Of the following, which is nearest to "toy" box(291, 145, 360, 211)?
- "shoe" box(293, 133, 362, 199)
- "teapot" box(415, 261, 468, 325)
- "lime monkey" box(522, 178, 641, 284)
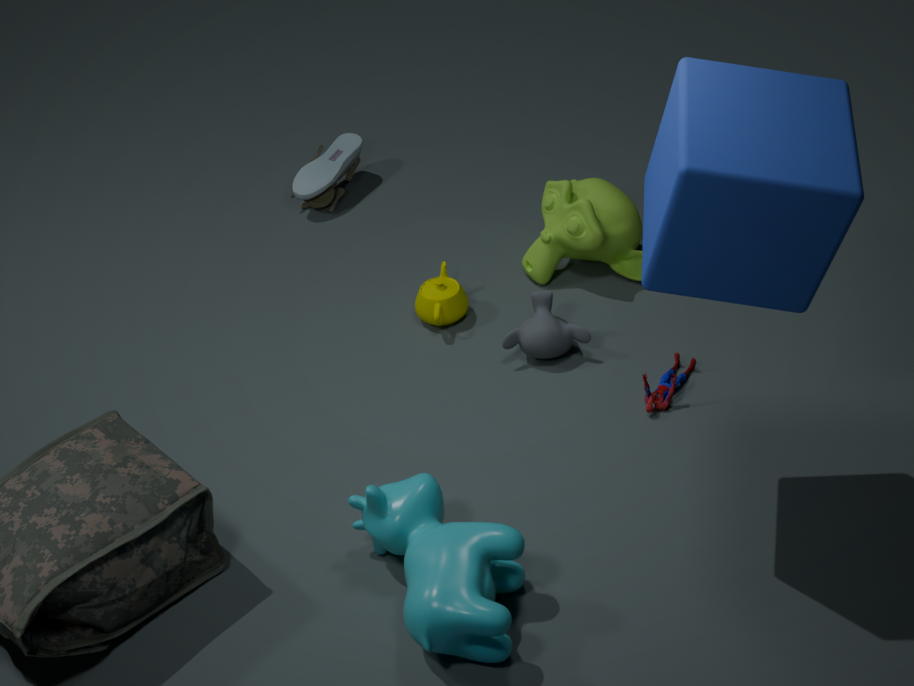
"shoe" box(293, 133, 362, 199)
